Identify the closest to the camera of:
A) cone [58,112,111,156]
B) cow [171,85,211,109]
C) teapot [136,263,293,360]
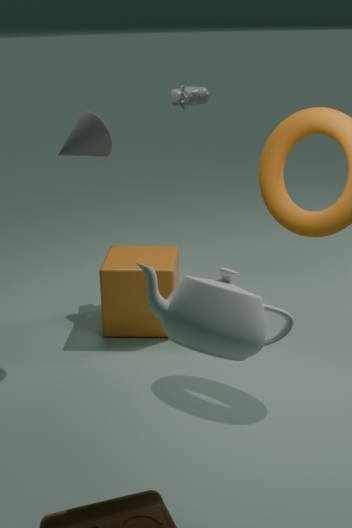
C. teapot [136,263,293,360]
